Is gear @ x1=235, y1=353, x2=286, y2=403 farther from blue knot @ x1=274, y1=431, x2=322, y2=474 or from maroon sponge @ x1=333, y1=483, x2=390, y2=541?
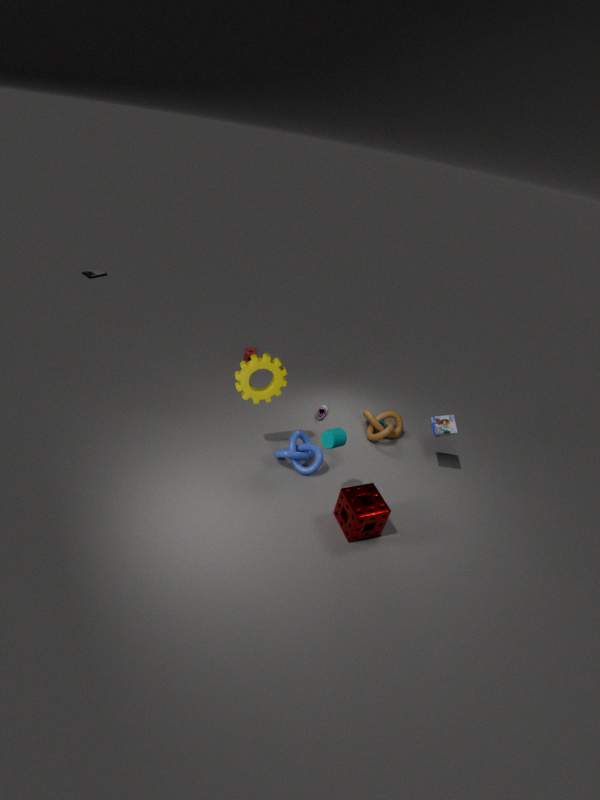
maroon sponge @ x1=333, y1=483, x2=390, y2=541
